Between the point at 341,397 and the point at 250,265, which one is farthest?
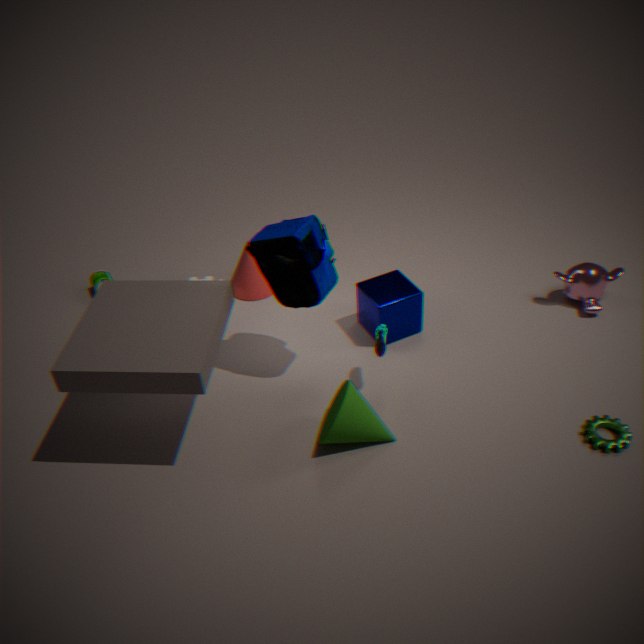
the point at 250,265
